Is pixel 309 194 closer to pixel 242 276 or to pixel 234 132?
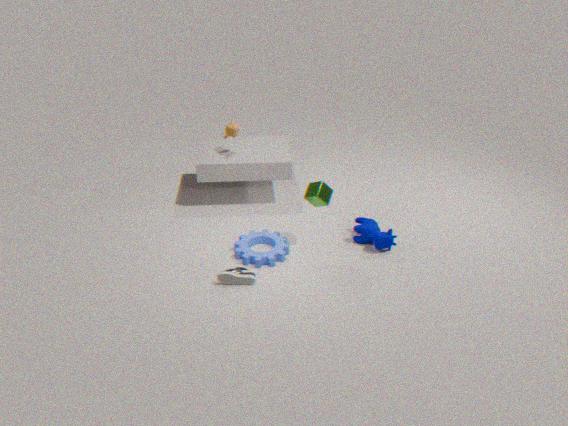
pixel 242 276
